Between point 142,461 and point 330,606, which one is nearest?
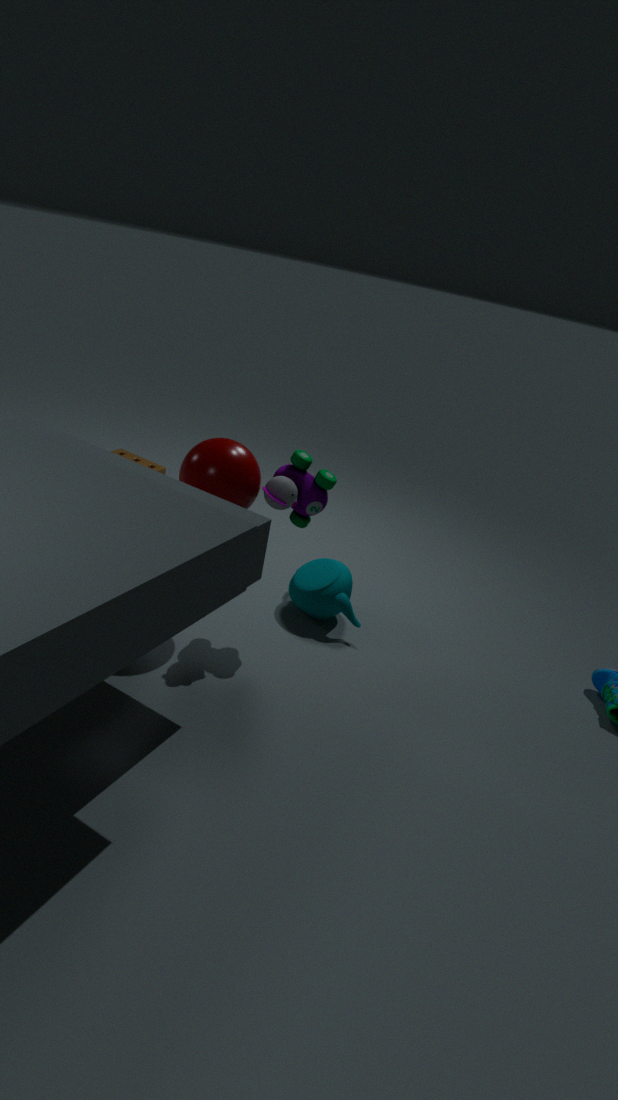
point 330,606
